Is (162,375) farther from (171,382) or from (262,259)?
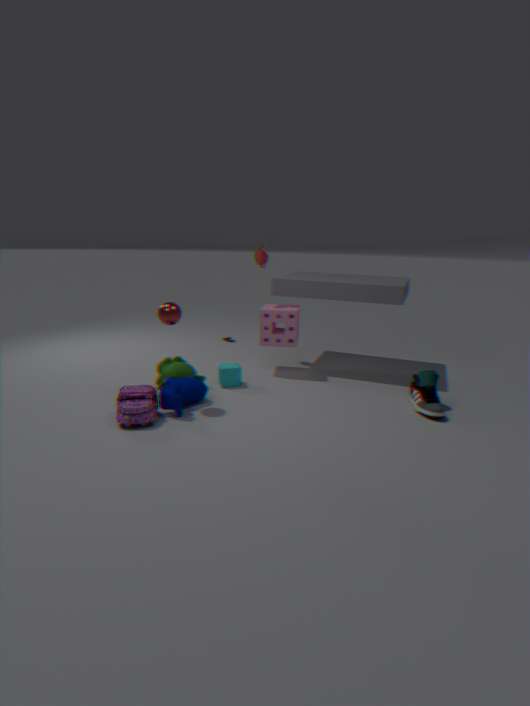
(262,259)
